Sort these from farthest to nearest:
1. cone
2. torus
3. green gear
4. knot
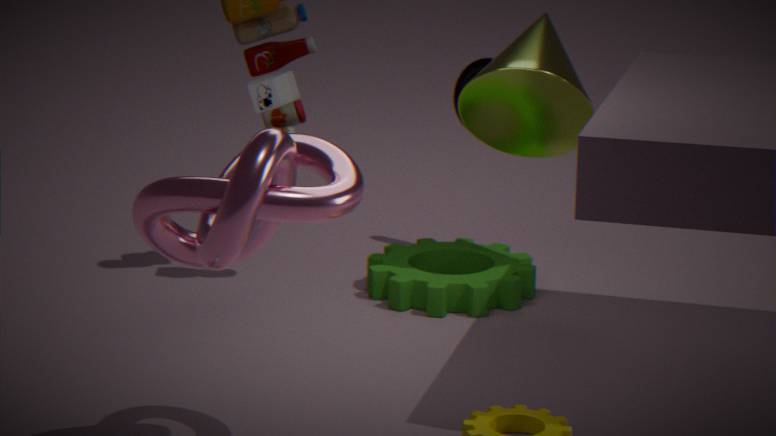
torus
green gear
cone
knot
